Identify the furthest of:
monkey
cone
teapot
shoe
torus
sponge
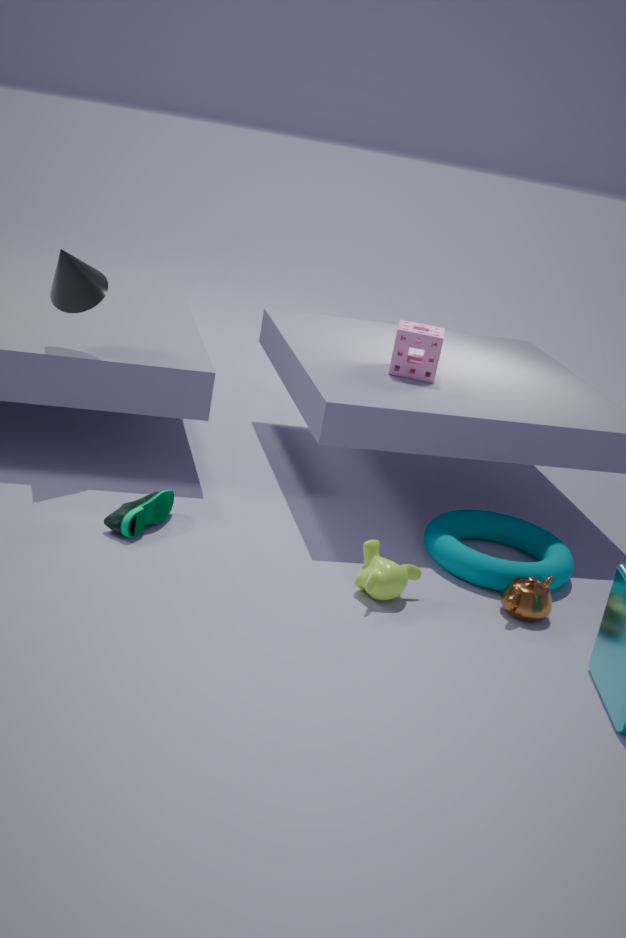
sponge
